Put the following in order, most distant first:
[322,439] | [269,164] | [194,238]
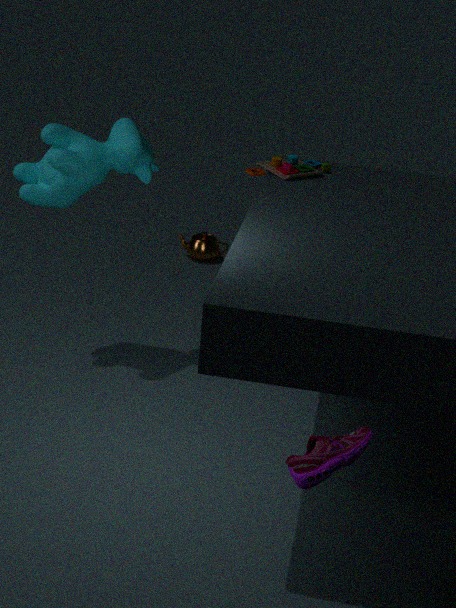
1. [194,238]
2. [269,164]
3. [322,439]
